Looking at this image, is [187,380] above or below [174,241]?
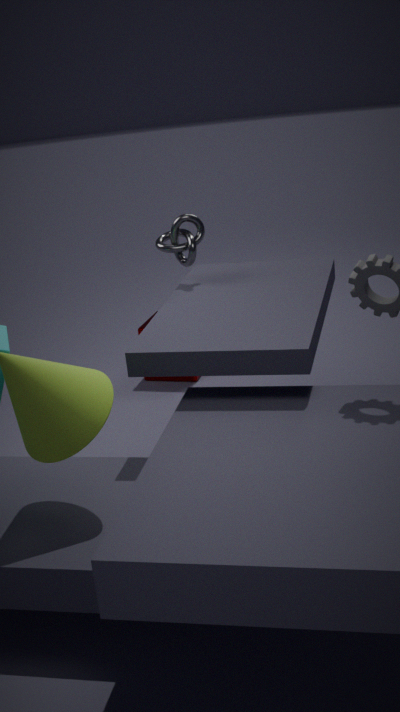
below
